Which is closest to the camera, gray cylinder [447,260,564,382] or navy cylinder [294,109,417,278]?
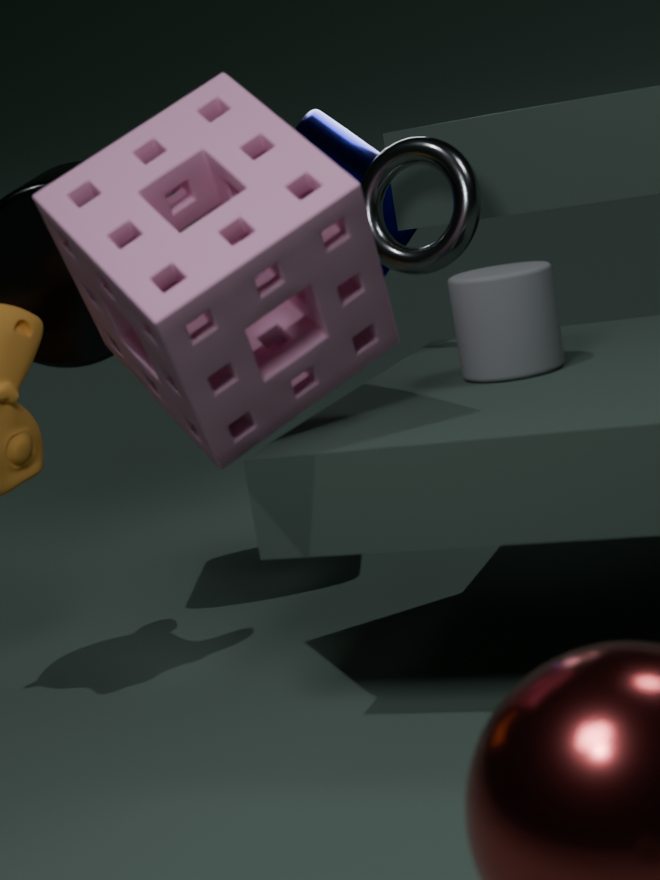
gray cylinder [447,260,564,382]
